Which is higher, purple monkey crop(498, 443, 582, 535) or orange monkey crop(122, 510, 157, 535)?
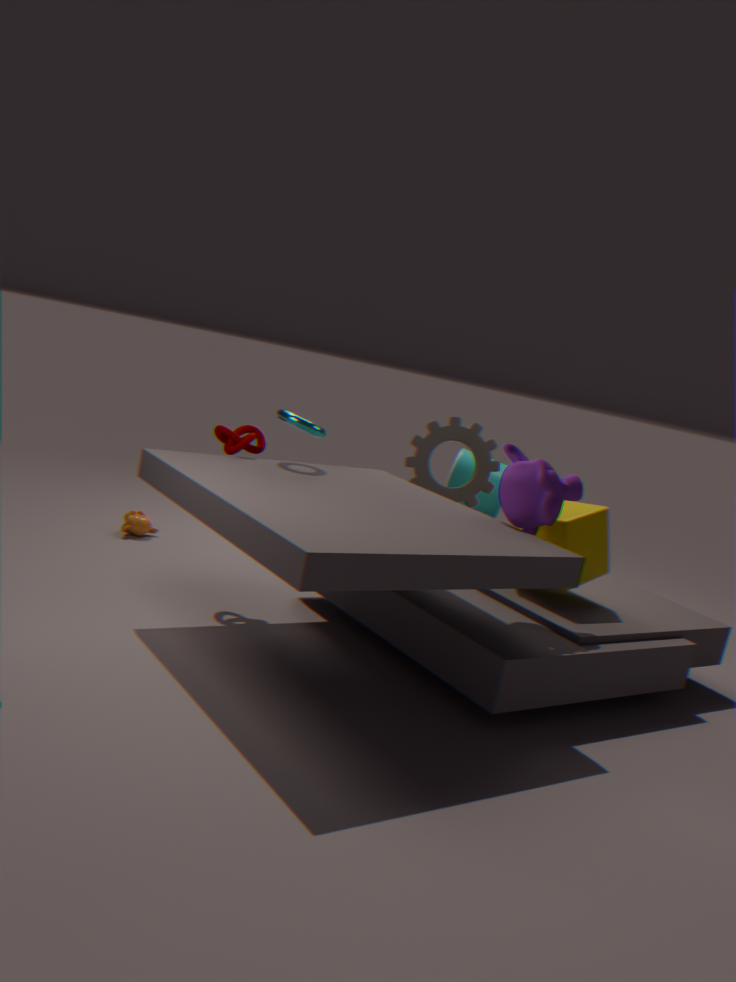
purple monkey crop(498, 443, 582, 535)
